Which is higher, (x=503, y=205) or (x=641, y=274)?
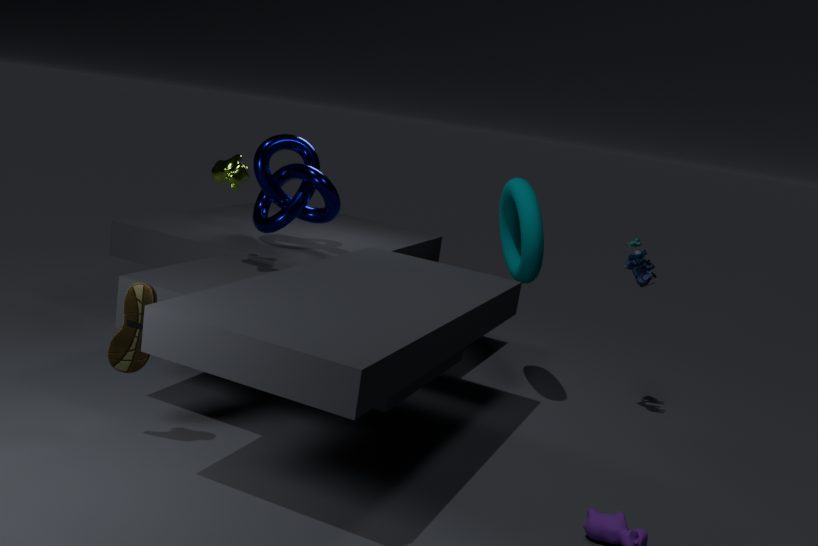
(x=503, y=205)
